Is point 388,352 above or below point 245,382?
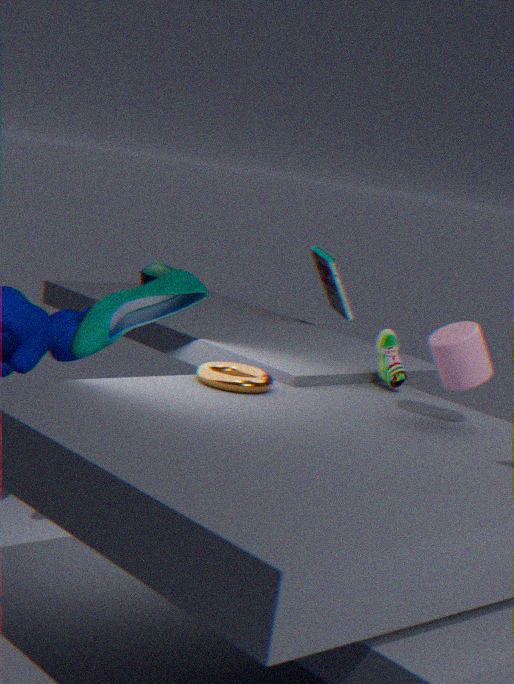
above
